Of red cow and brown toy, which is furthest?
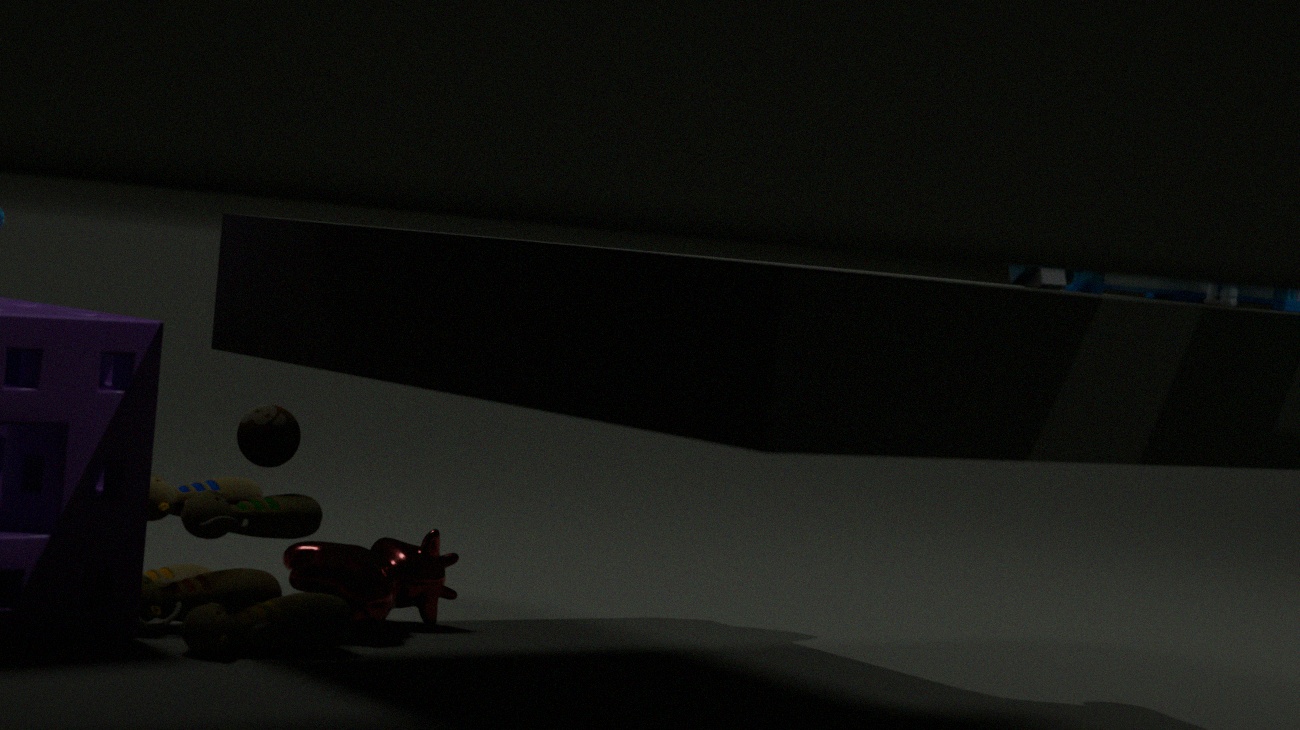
red cow
